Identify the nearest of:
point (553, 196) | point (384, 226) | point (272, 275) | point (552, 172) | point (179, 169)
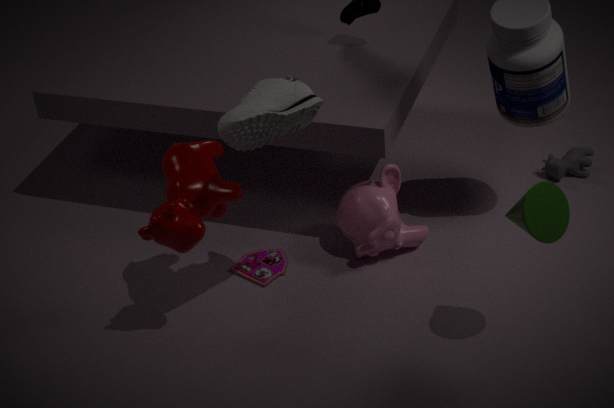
point (553, 196)
